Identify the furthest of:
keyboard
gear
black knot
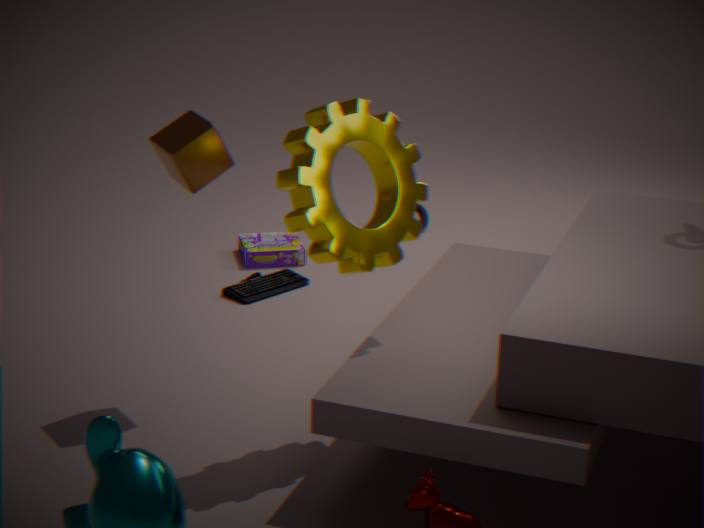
black knot
